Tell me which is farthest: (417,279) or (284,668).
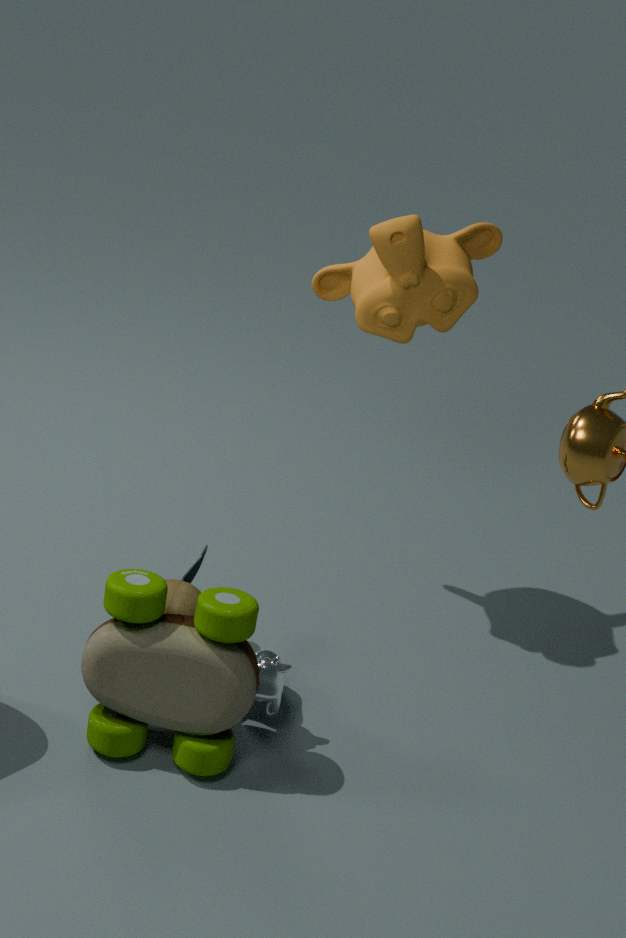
(417,279)
